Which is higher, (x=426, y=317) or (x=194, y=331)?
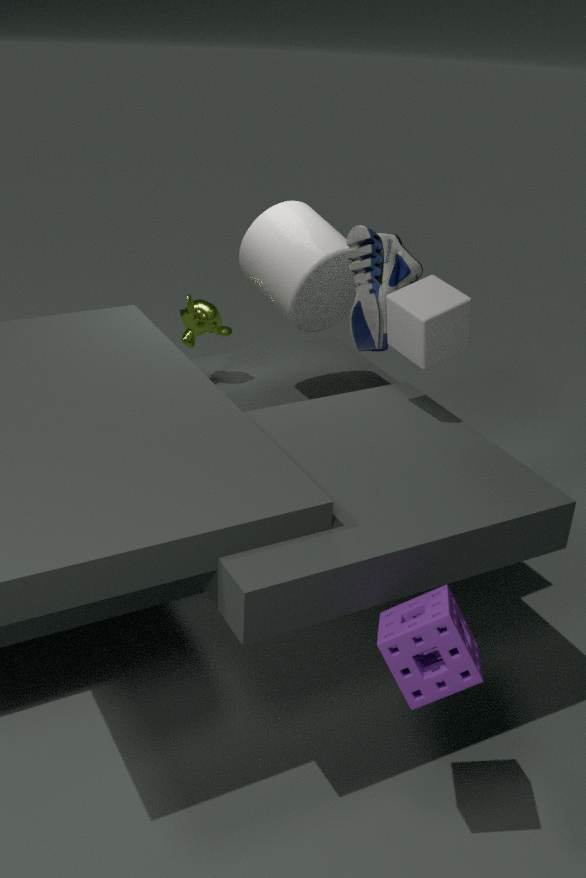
(x=426, y=317)
